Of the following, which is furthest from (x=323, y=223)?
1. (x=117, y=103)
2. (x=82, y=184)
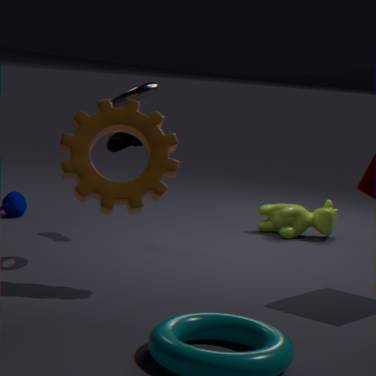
(x=82, y=184)
